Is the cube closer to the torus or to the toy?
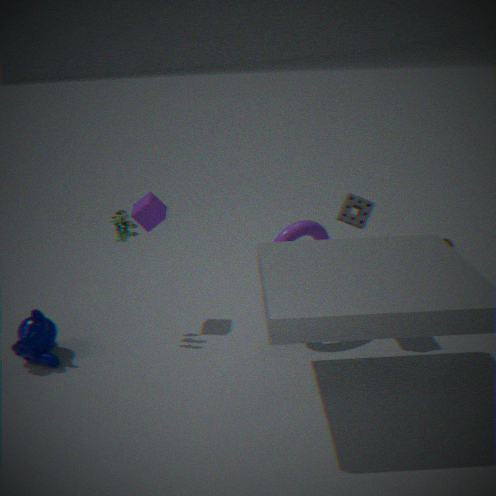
the toy
